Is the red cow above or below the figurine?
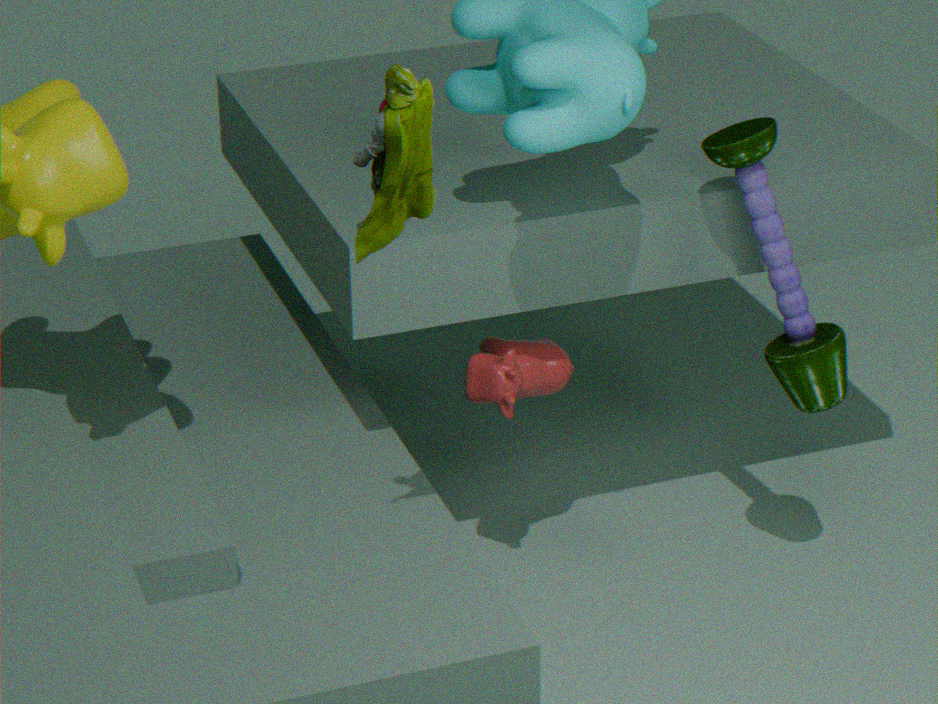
below
